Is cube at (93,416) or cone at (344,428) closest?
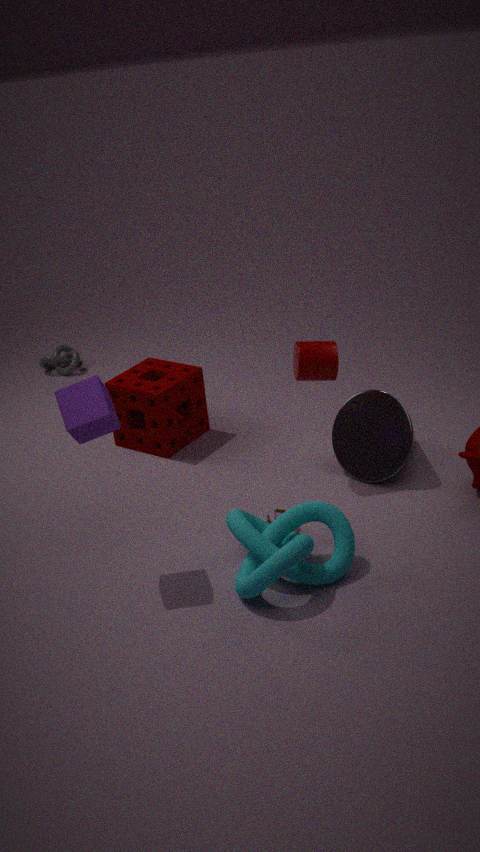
cube at (93,416)
